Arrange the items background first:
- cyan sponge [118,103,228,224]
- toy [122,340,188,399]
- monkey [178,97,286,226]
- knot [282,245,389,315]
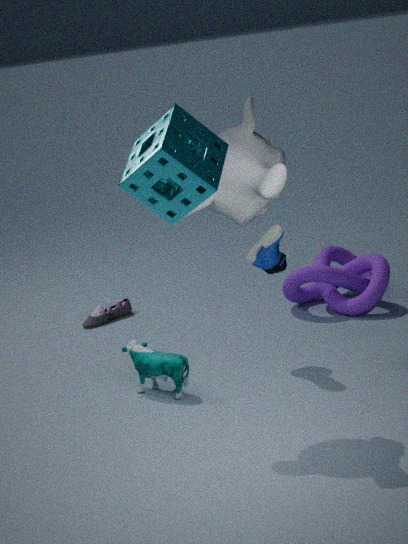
knot [282,245,389,315] < toy [122,340,188,399] < monkey [178,97,286,226] < cyan sponge [118,103,228,224]
